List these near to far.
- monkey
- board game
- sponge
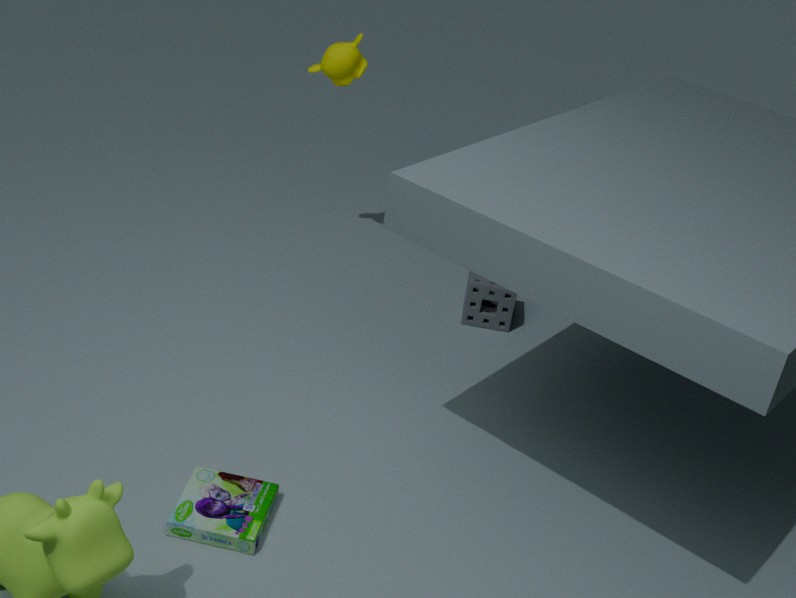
board game → sponge → monkey
